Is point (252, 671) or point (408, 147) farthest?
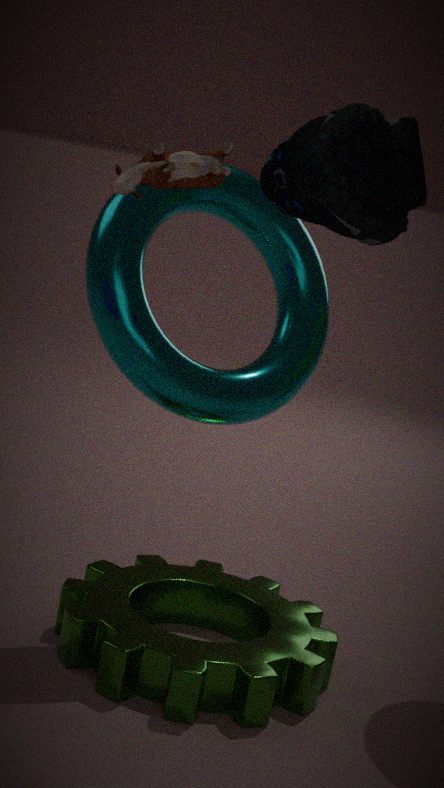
point (252, 671)
